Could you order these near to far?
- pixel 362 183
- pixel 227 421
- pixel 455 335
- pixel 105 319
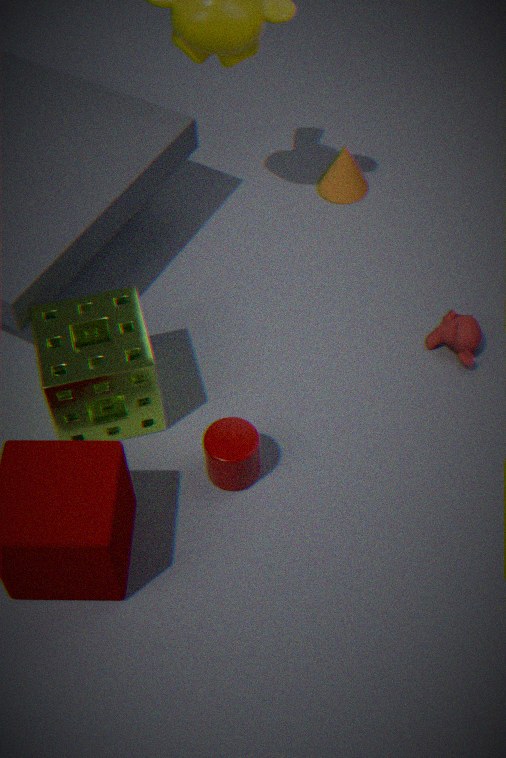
1. pixel 227 421
2. pixel 105 319
3. pixel 455 335
4. pixel 362 183
